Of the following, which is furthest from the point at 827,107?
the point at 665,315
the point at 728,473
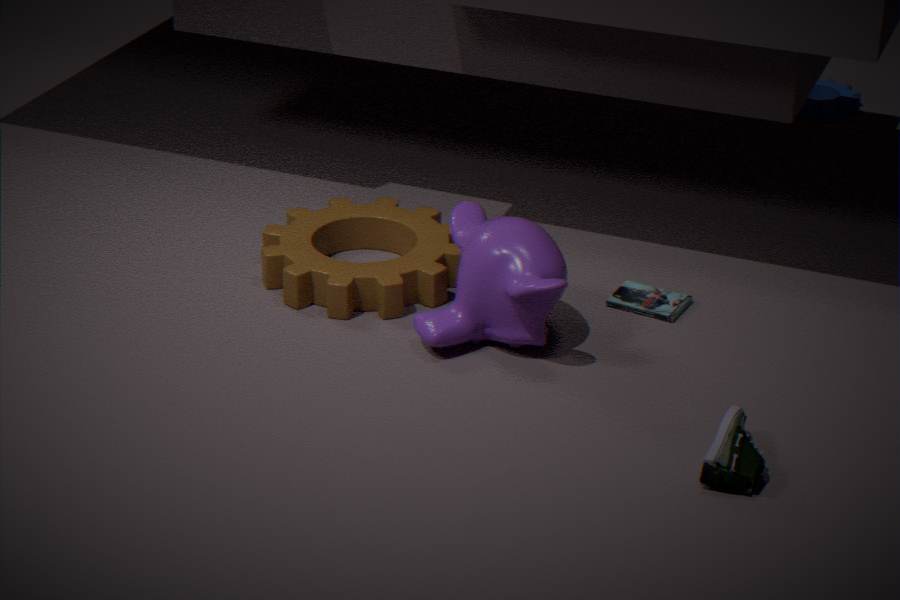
the point at 728,473
